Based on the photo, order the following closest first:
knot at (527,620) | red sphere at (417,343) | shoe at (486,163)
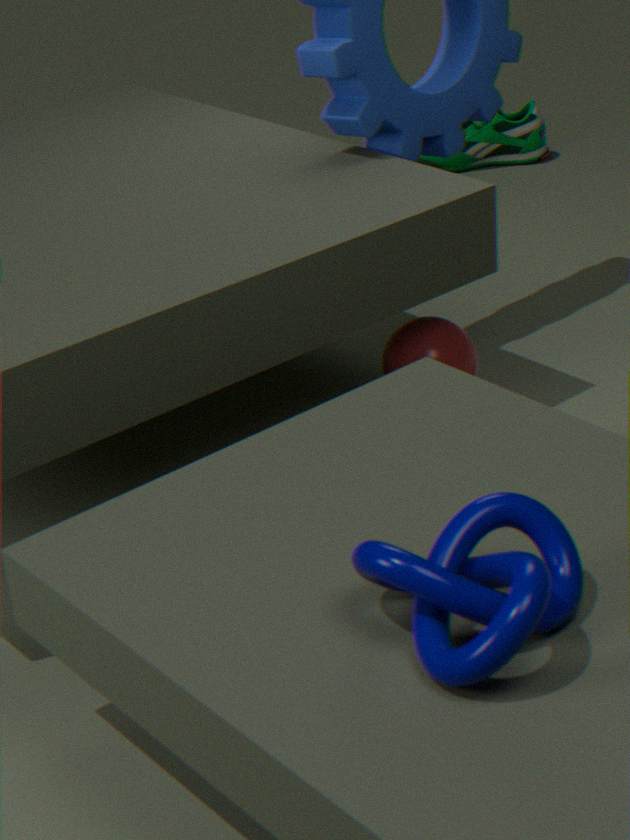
knot at (527,620) → red sphere at (417,343) → shoe at (486,163)
